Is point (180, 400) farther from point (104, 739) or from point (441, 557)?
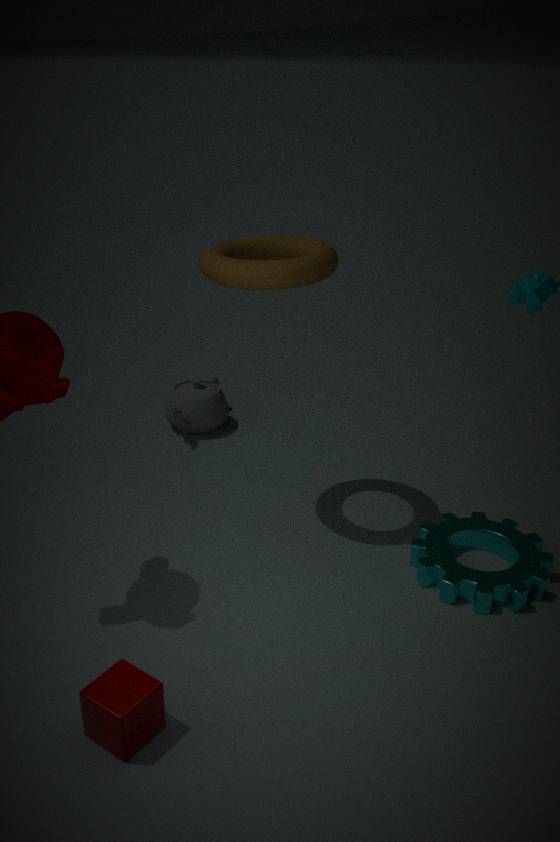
point (104, 739)
